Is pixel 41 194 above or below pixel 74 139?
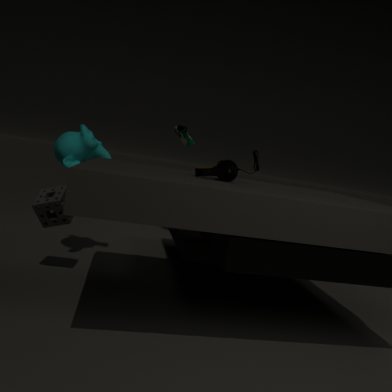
below
